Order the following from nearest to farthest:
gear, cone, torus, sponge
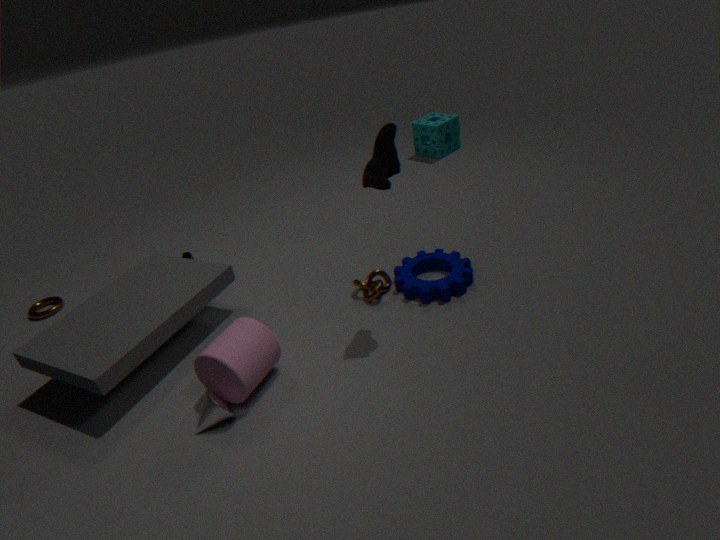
1. cone
2. gear
3. torus
4. sponge
